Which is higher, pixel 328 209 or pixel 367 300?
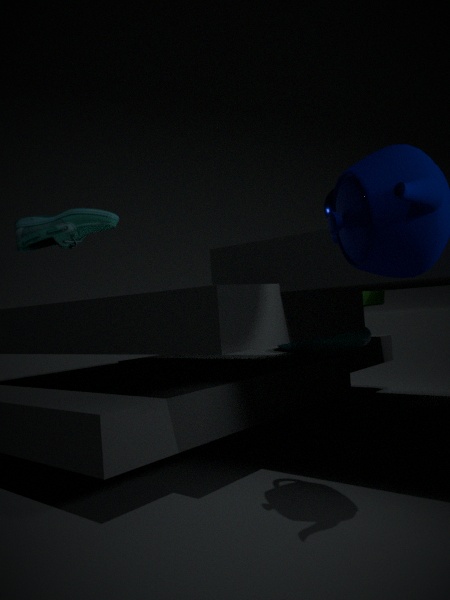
pixel 328 209
